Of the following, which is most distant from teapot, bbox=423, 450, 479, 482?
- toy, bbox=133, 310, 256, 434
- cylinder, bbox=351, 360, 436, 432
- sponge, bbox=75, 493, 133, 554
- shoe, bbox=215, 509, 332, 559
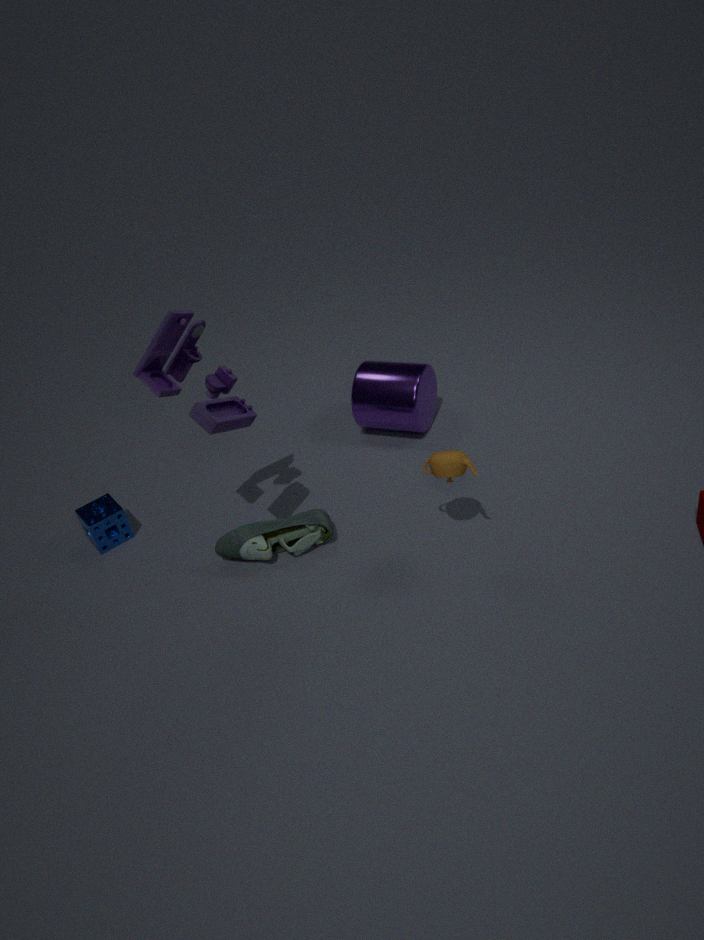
sponge, bbox=75, 493, 133, 554
